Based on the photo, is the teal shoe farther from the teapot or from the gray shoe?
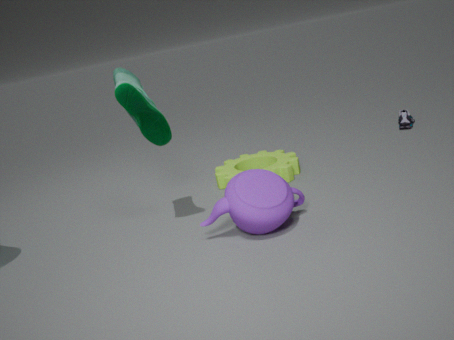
the gray shoe
